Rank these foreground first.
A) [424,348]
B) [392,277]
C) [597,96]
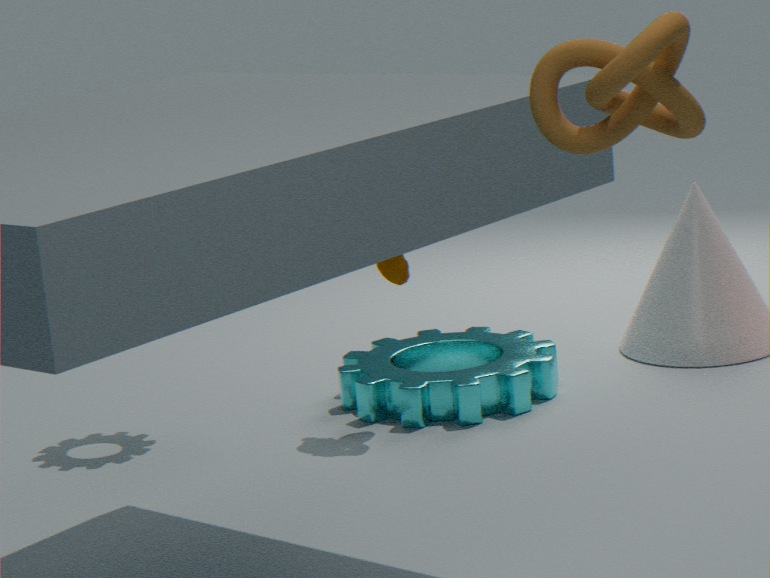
[597,96], [392,277], [424,348]
